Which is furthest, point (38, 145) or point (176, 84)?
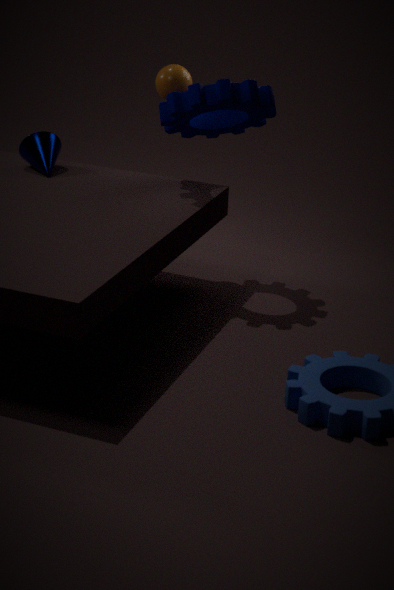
point (38, 145)
